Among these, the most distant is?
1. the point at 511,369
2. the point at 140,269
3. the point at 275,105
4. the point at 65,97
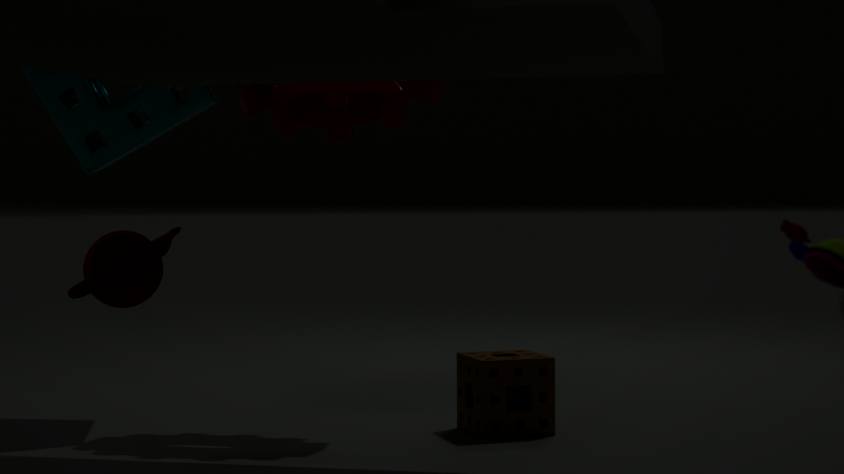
the point at 65,97
